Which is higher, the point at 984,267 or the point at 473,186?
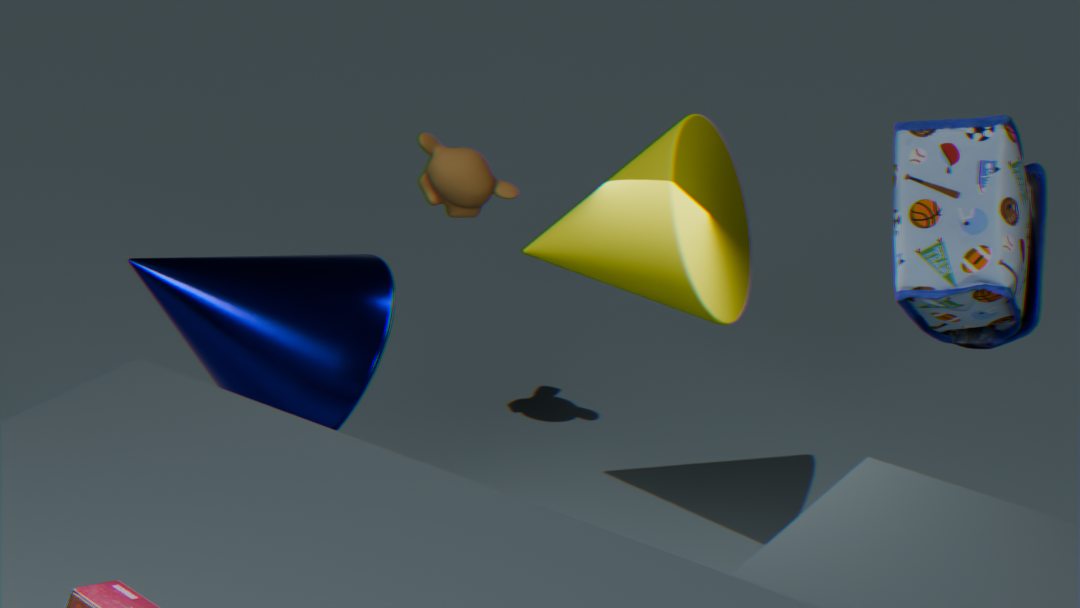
the point at 984,267
